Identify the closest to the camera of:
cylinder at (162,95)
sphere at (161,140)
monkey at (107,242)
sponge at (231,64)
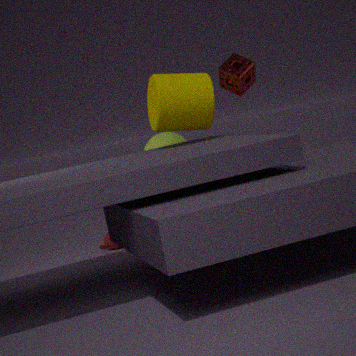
cylinder at (162,95)
